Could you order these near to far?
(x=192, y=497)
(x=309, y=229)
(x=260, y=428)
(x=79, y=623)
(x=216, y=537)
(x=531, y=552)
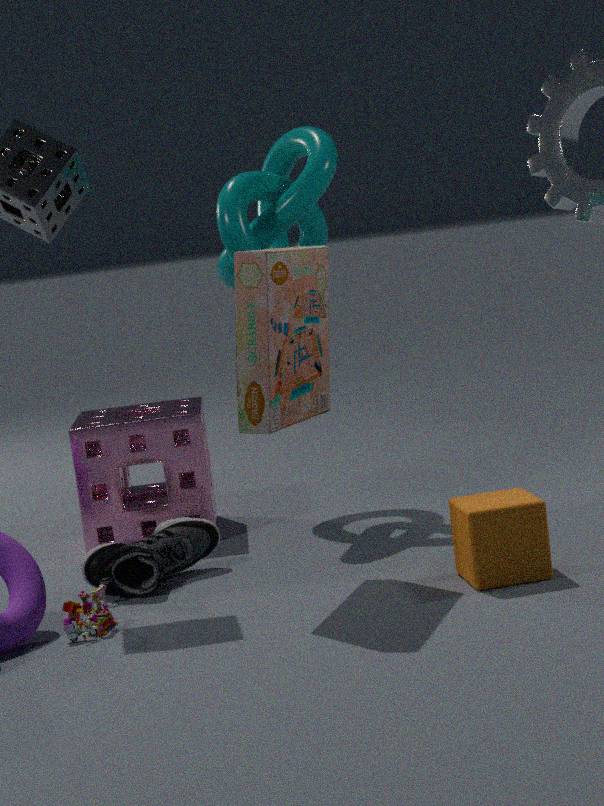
(x=260, y=428) < (x=531, y=552) < (x=79, y=623) < (x=216, y=537) < (x=192, y=497) < (x=309, y=229)
